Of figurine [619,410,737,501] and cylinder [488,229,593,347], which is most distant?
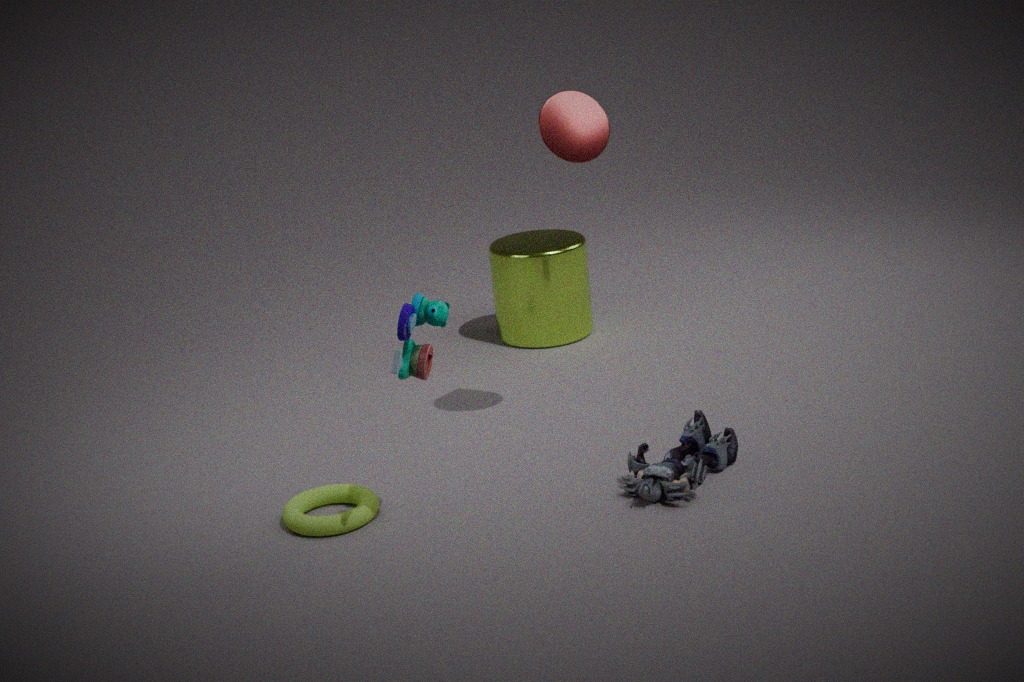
cylinder [488,229,593,347]
